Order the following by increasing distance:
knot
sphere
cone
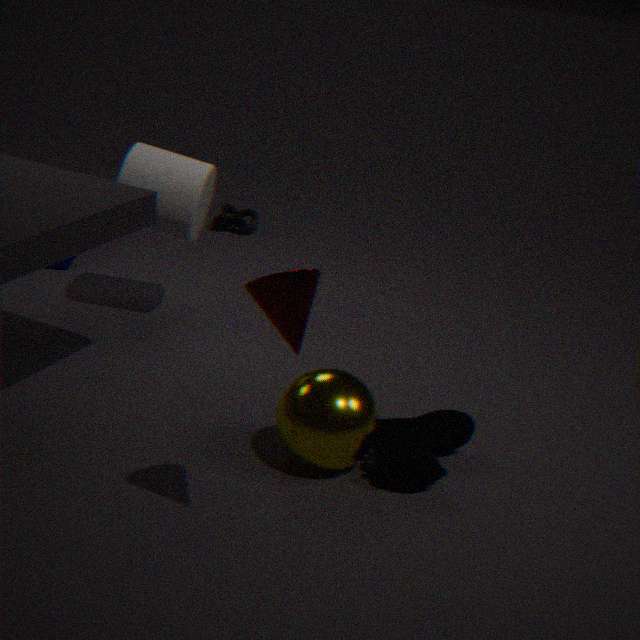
cone
sphere
knot
